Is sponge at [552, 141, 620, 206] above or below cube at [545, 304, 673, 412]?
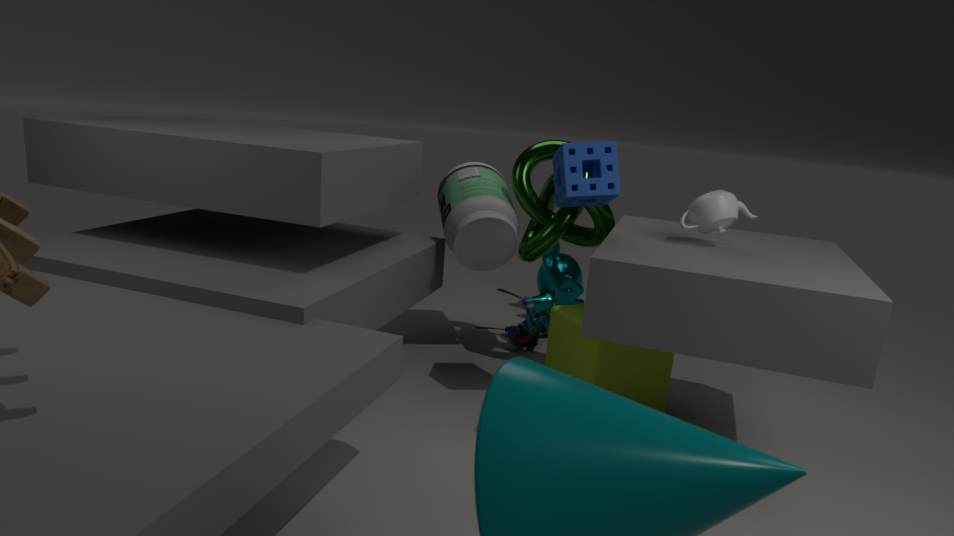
above
